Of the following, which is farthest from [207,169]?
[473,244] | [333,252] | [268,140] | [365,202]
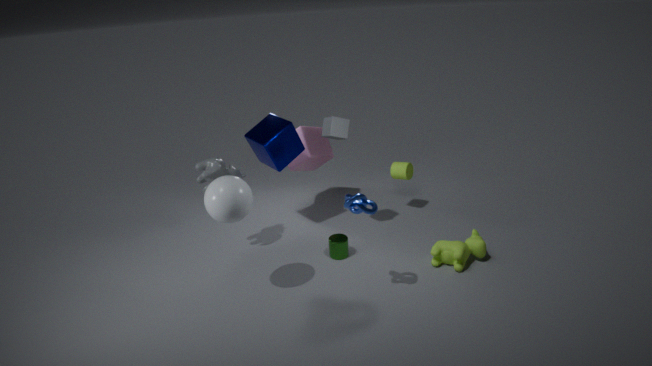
[473,244]
